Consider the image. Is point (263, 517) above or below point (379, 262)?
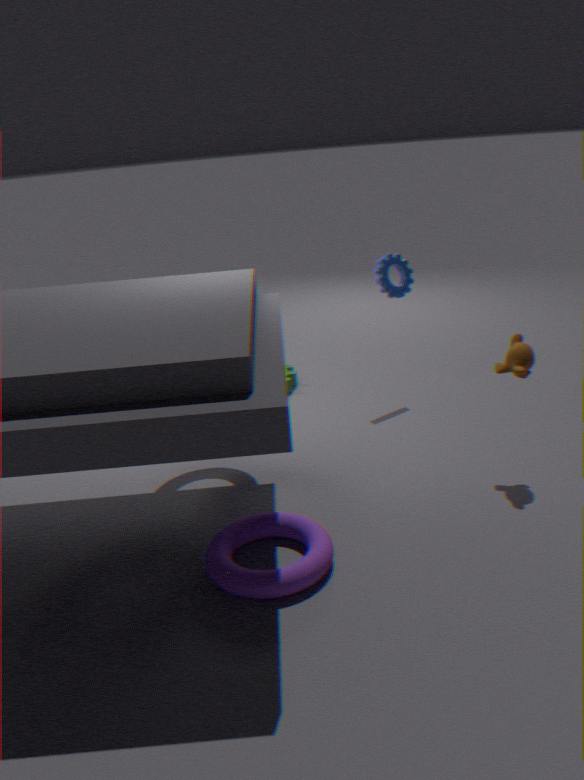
below
